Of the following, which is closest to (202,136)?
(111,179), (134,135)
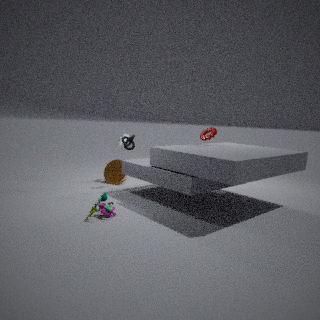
(134,135)
